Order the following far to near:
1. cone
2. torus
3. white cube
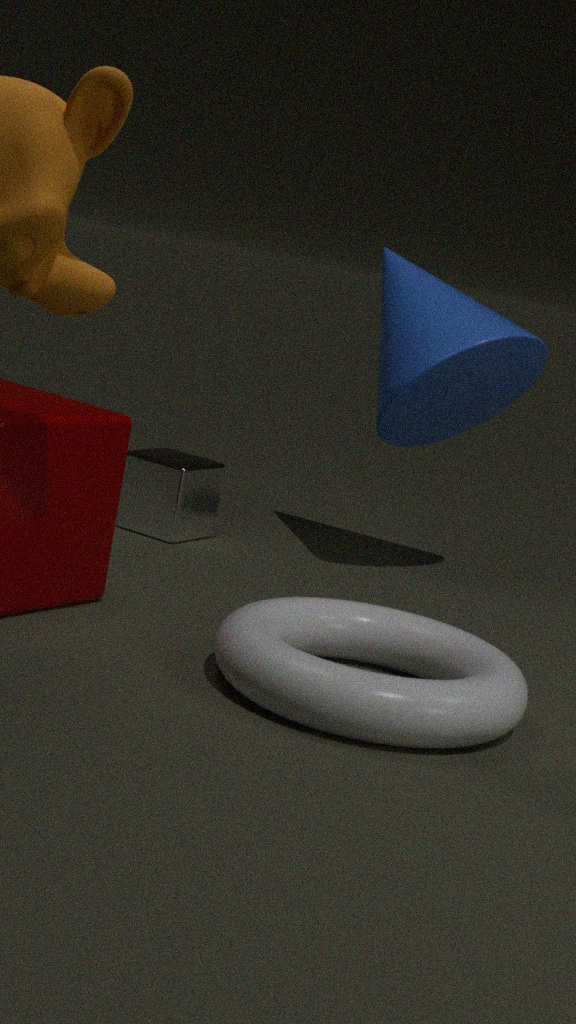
white cube, cone, torus
